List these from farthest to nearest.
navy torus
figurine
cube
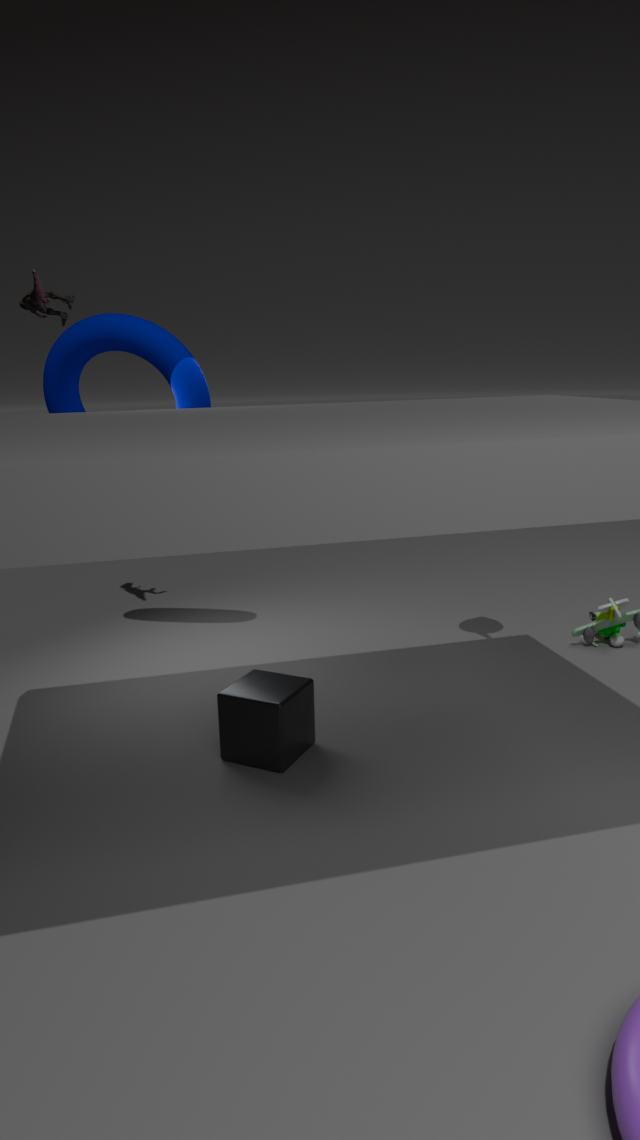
figurine < navy torus < cube
